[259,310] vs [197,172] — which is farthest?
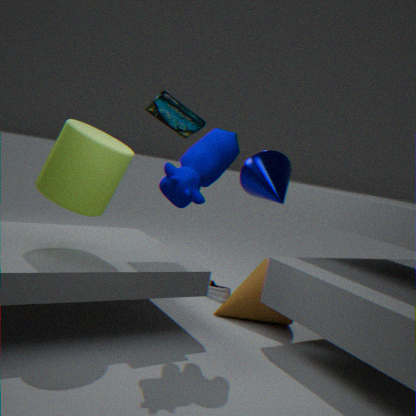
[259,310]
